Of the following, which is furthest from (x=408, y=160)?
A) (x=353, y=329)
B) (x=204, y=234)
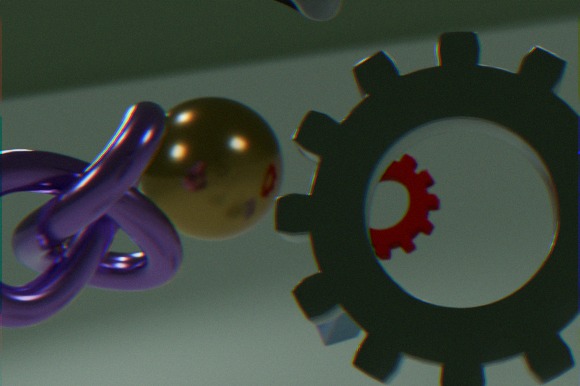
(x=204, y=234)
